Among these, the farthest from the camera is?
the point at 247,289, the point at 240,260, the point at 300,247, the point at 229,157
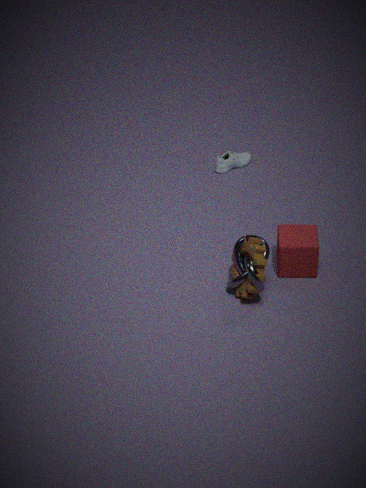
the point at 229,157
